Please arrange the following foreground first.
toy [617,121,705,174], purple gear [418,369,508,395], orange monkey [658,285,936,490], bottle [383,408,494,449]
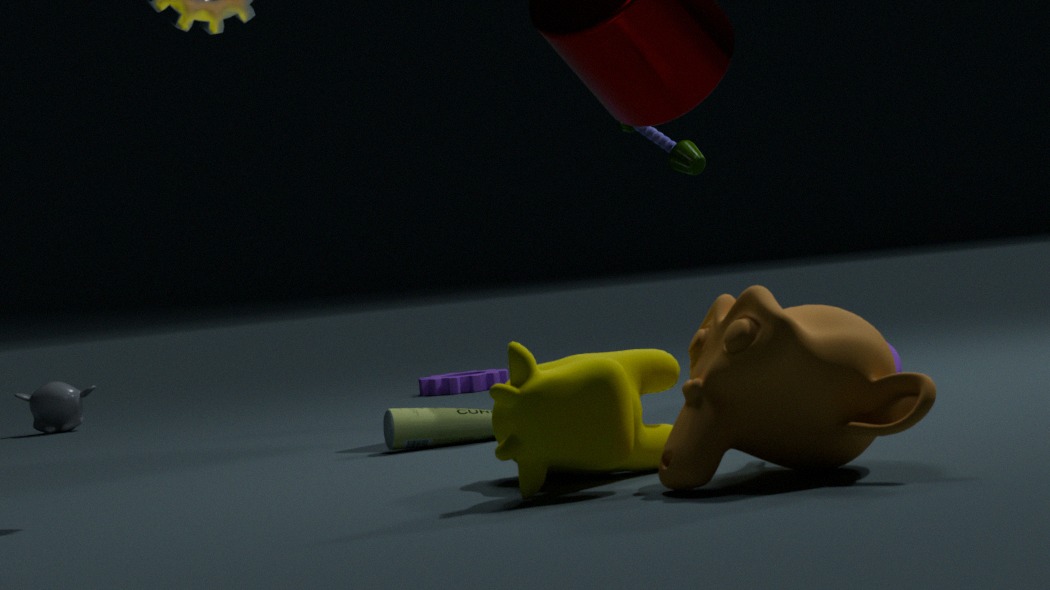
orange monkey [658,285,936,490], bottle [383,408,494,449], toy [617,121,705,174], purple gear [418,369,508,395]
